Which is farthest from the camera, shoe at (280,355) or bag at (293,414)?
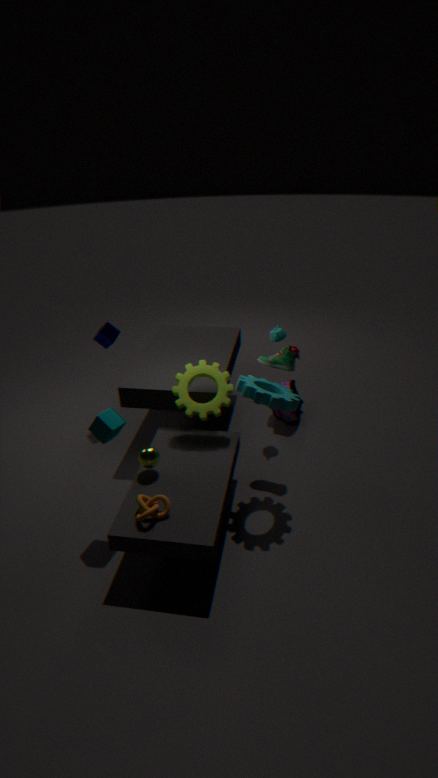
bag at (293,414)
